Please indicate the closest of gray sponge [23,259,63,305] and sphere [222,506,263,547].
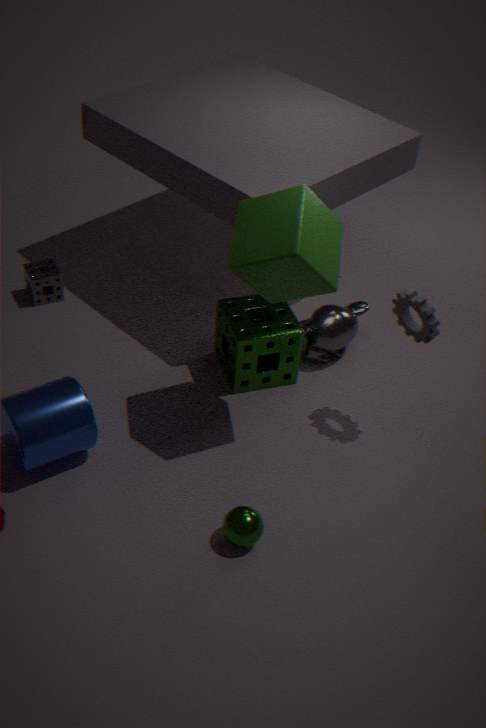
sphere [222,506,263,547]
